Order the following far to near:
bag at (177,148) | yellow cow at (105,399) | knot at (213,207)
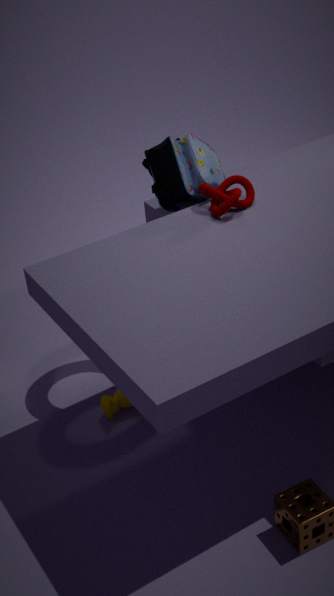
bag at (177,148)
yellow cow at (105,399)
knot at (213,207)
